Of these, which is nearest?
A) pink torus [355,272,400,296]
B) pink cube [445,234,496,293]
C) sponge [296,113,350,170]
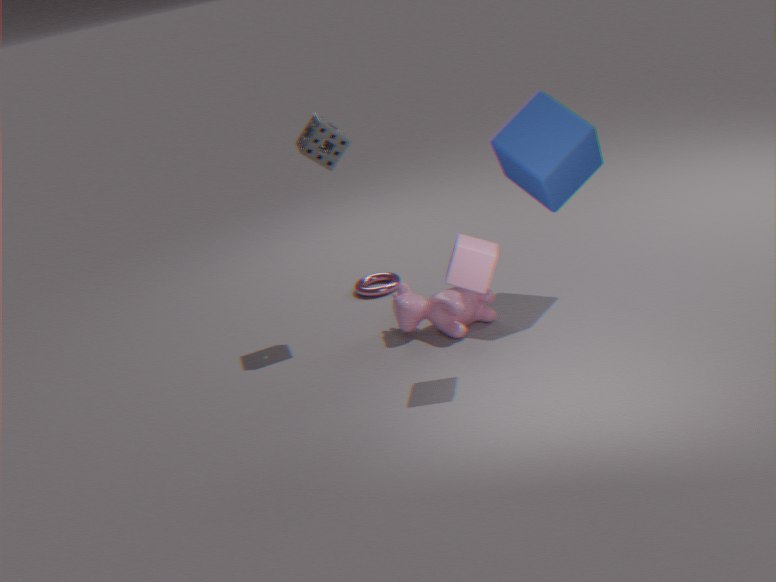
pink cube [445,234,496,293]
